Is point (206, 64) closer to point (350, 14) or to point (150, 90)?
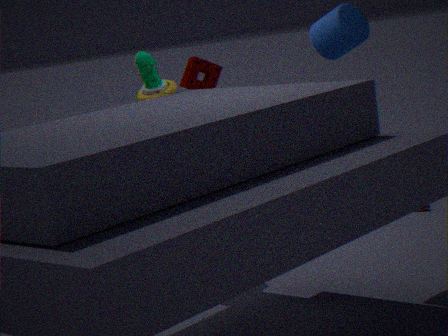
point (150, 90)
